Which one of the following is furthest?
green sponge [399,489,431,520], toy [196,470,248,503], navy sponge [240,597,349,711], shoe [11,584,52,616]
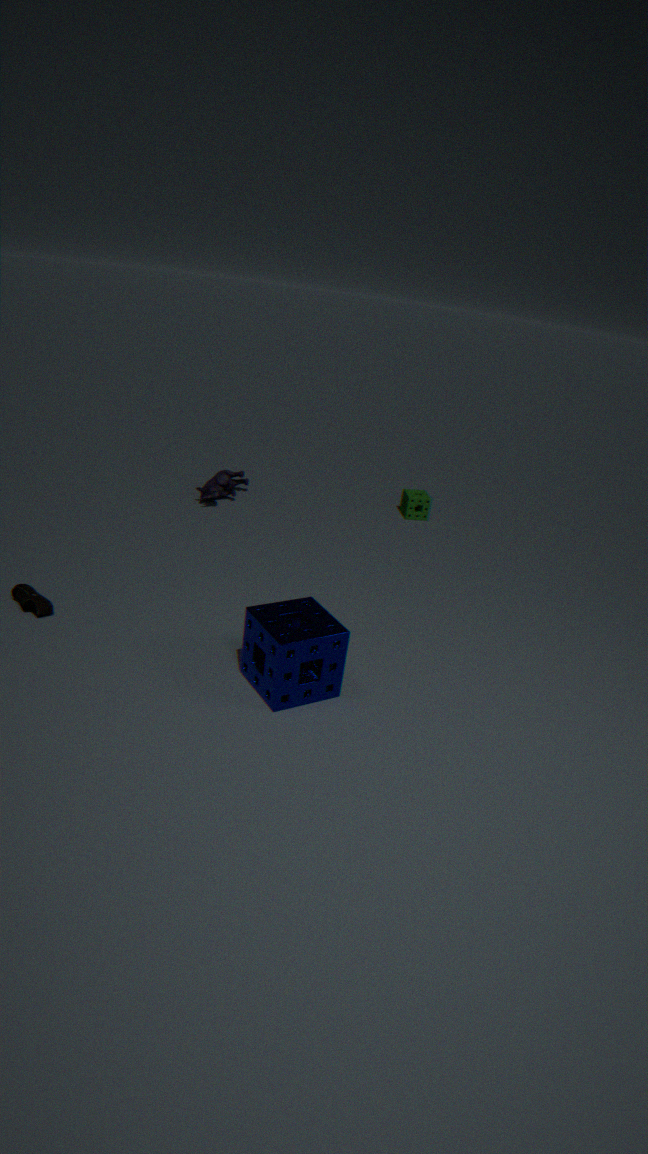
green sponge [399,489,431,520]
